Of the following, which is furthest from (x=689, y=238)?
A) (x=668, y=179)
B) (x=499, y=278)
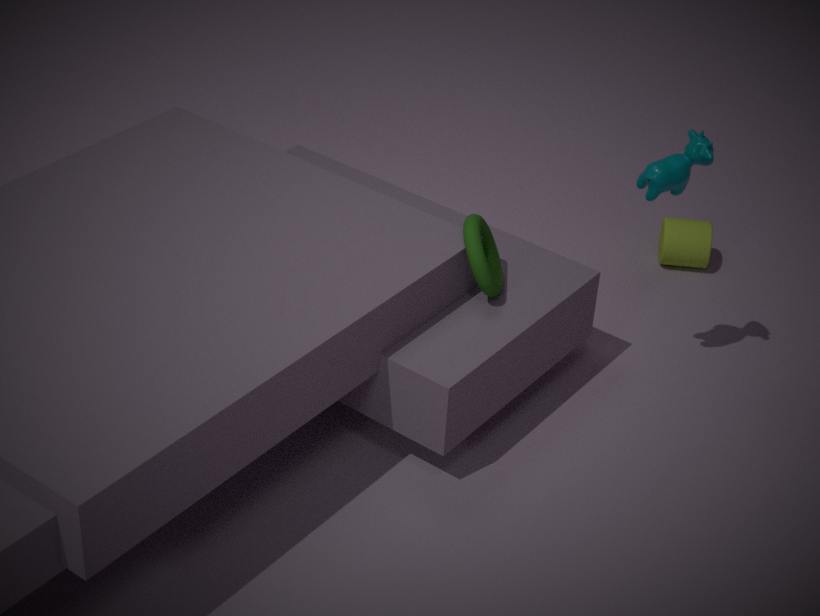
(x=499, y=278)
